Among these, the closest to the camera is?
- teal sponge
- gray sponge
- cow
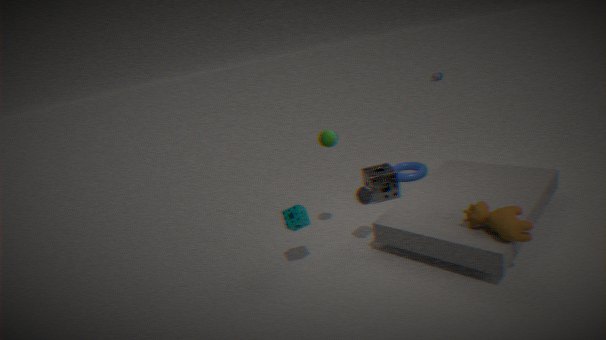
cow
